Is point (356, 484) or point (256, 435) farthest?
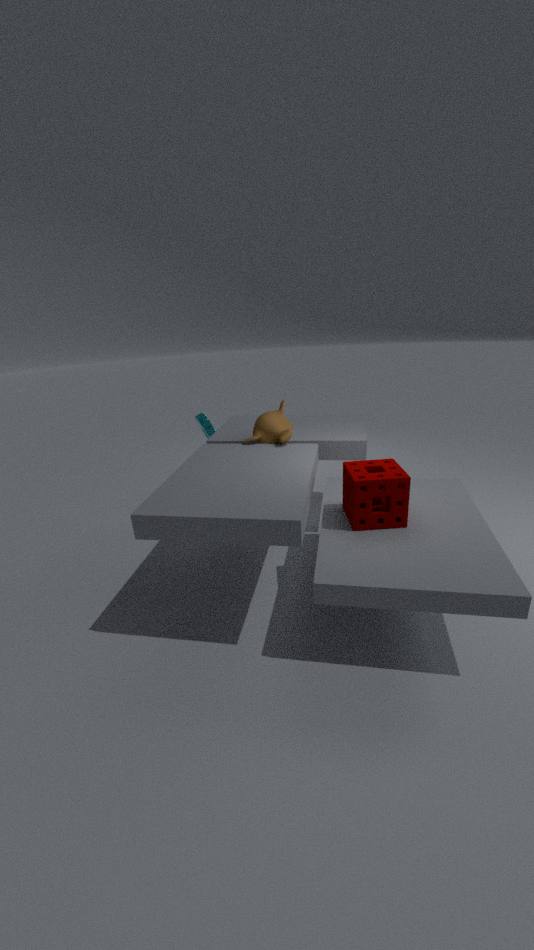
point (256, 435)
